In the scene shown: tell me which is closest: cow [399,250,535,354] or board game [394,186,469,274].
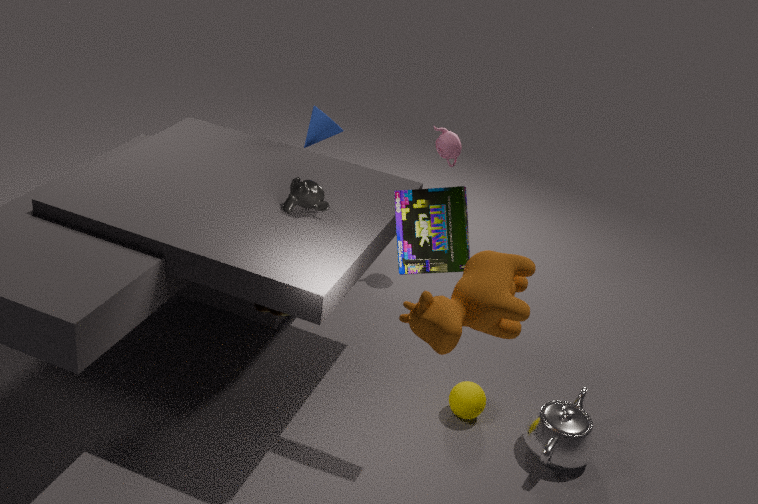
cow [399,250,535,354]
